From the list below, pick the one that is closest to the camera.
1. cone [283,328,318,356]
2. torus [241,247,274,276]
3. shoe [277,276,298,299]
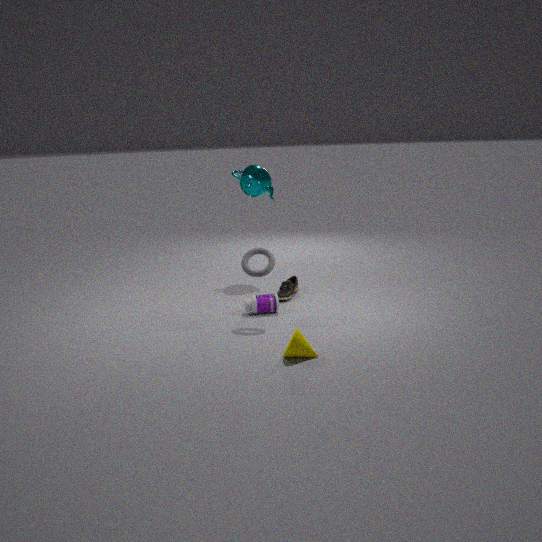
cone [283,328,318,356]
